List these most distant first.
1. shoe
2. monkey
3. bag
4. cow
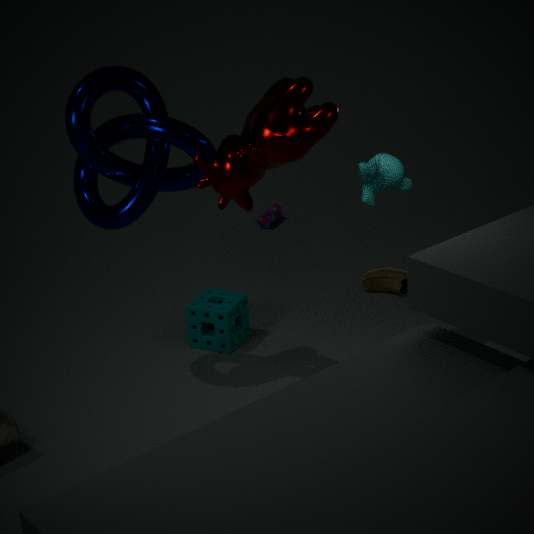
1. bag
2. shoe
3. monkey
4. cow
